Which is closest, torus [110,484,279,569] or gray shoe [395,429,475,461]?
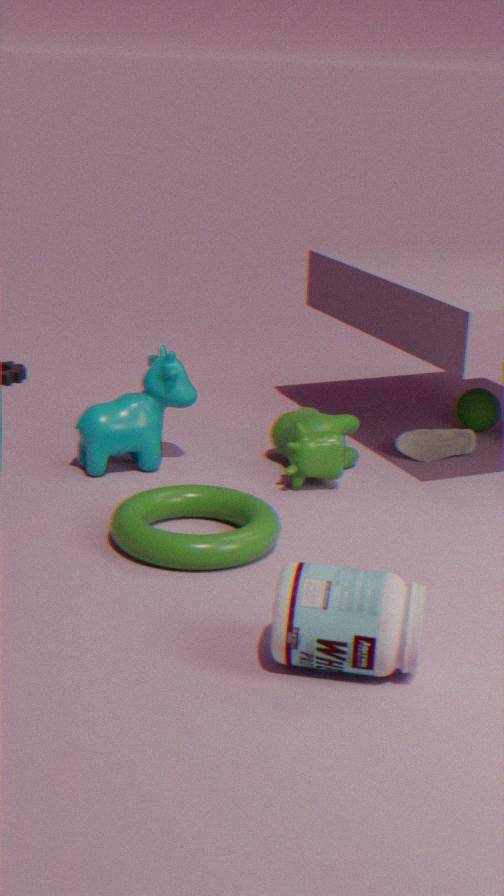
torus [110,484,279,569]
